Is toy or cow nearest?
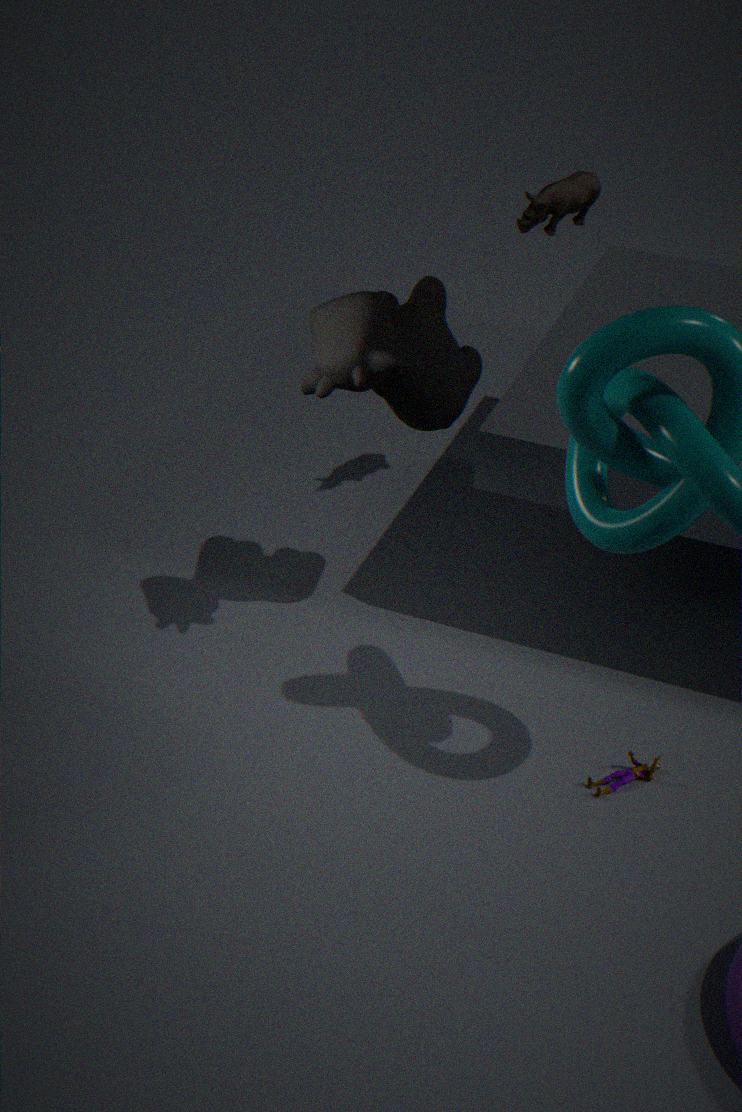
cow
